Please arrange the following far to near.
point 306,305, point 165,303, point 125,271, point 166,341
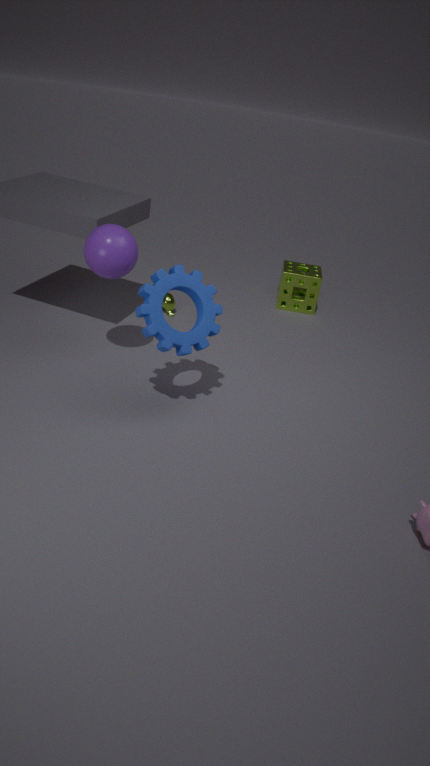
1. point 306,305
2. point 165,303
3. point 125,271
4. point 166,341
